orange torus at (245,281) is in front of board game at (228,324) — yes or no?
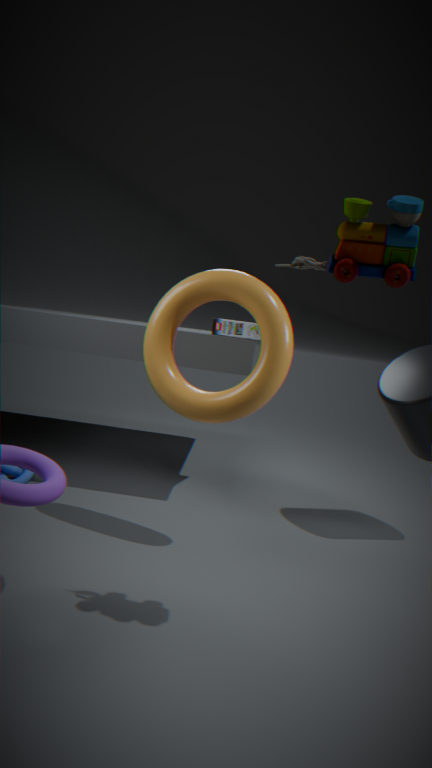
Yes
